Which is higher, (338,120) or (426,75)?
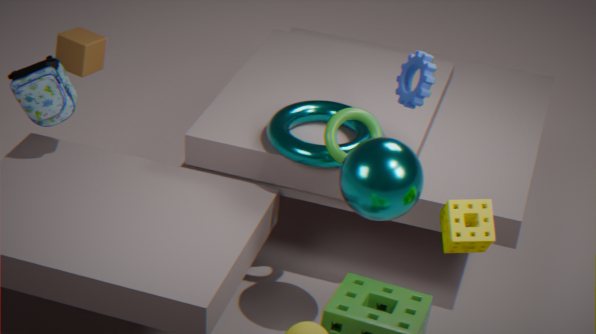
(426,75)
